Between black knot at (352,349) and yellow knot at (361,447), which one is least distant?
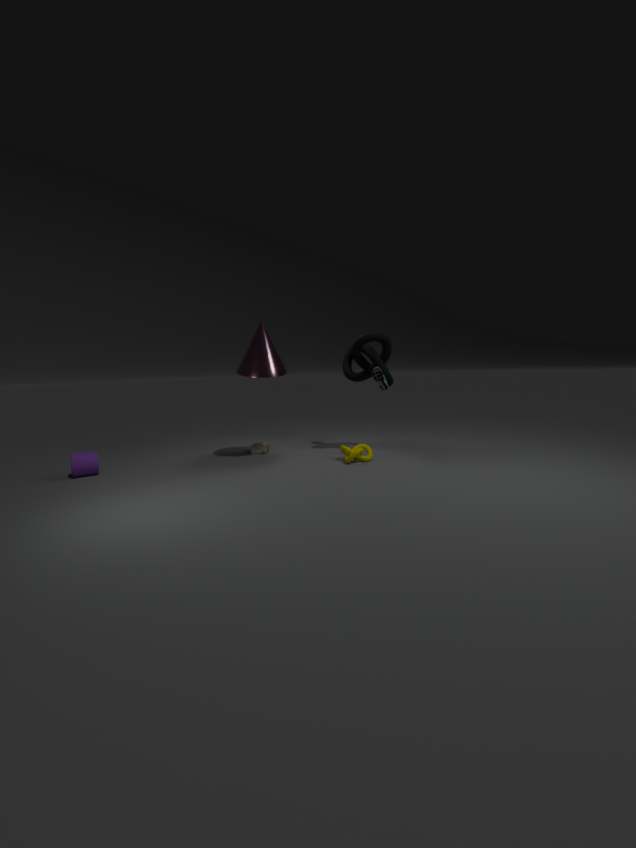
yellow knot at (361,447)
